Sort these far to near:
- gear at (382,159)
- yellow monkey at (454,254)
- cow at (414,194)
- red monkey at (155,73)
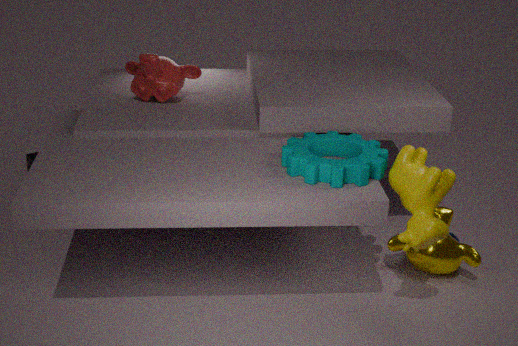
red monkey at (155,73) → yellow monkey at (454,254) → gear at (382,159) → cow at (414,194)
